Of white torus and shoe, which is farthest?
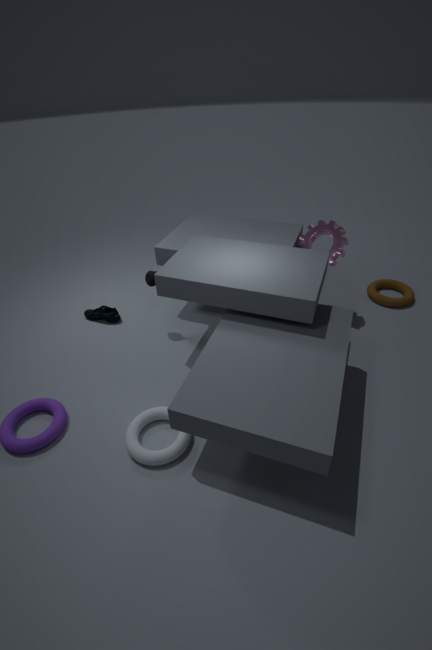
shoe
